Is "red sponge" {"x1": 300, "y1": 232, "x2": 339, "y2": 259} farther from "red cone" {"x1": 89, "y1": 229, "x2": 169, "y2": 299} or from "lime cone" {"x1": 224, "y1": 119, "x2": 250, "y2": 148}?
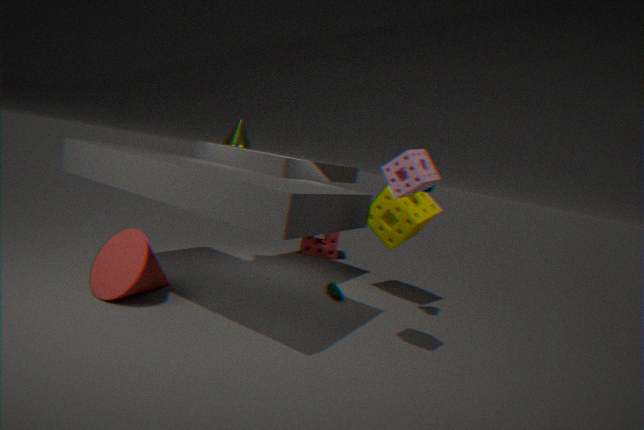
"red cone" {"x1": 89, "y1": 229, "x2": 169, "y2": 299}
